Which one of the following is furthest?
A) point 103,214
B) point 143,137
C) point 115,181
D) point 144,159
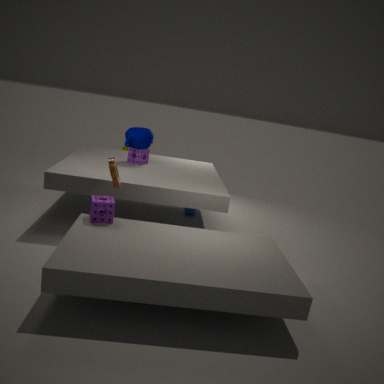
point 144,159
